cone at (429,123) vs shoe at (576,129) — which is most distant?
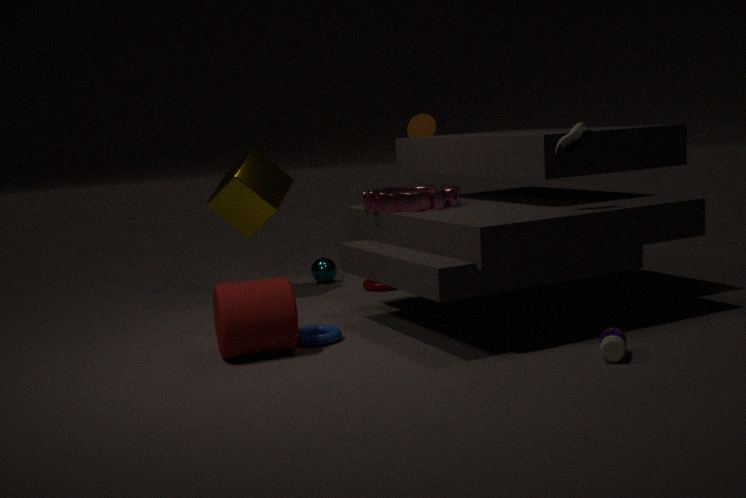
cone at (429,123)
